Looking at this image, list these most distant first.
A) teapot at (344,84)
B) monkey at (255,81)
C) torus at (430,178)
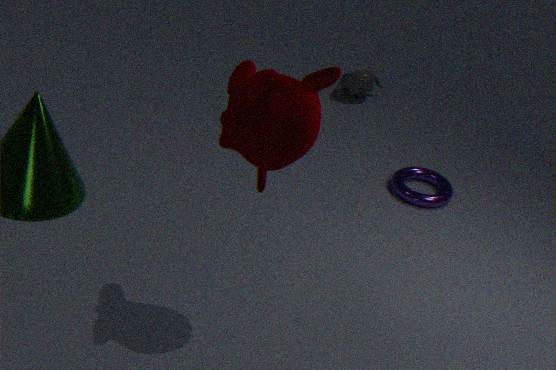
1. teapot at (344,84)
2. torus at (430,178)
3. monkey at (255,81)
